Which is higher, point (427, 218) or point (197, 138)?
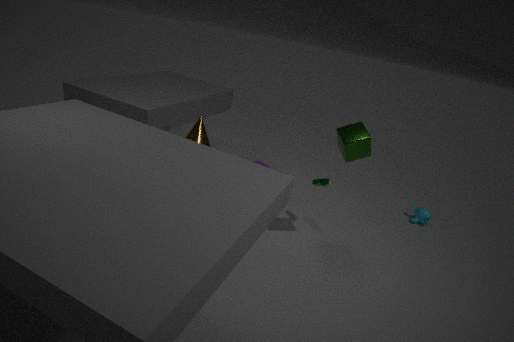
point (197, 138)
